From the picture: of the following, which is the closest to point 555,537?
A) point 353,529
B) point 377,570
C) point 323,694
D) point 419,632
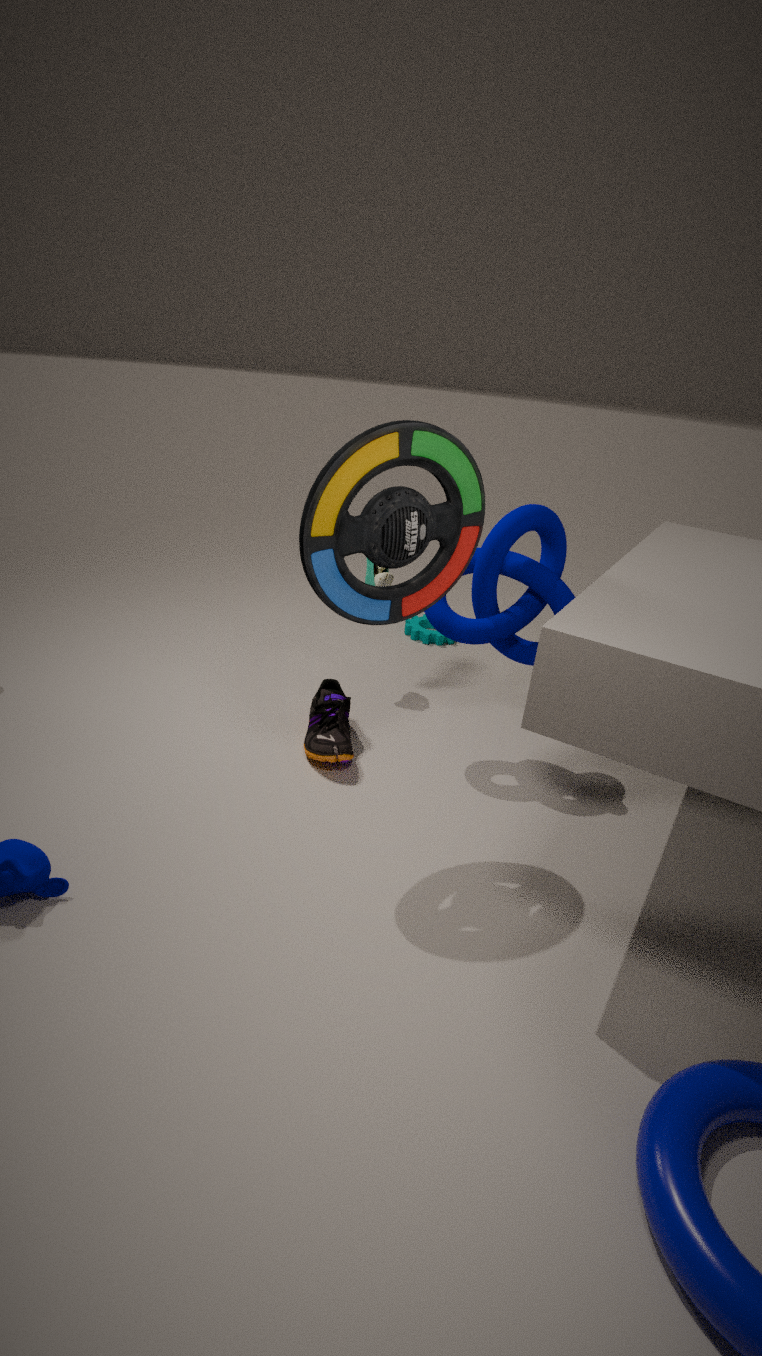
point 377,570
